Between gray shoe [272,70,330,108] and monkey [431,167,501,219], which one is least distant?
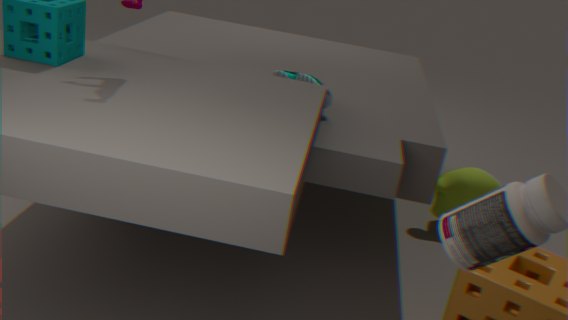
gray shoe [272,70,330,108]
